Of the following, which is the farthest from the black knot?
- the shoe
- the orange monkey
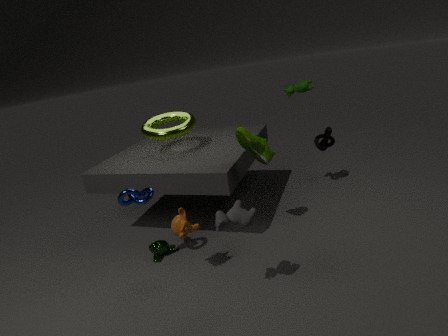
the orange monkey
